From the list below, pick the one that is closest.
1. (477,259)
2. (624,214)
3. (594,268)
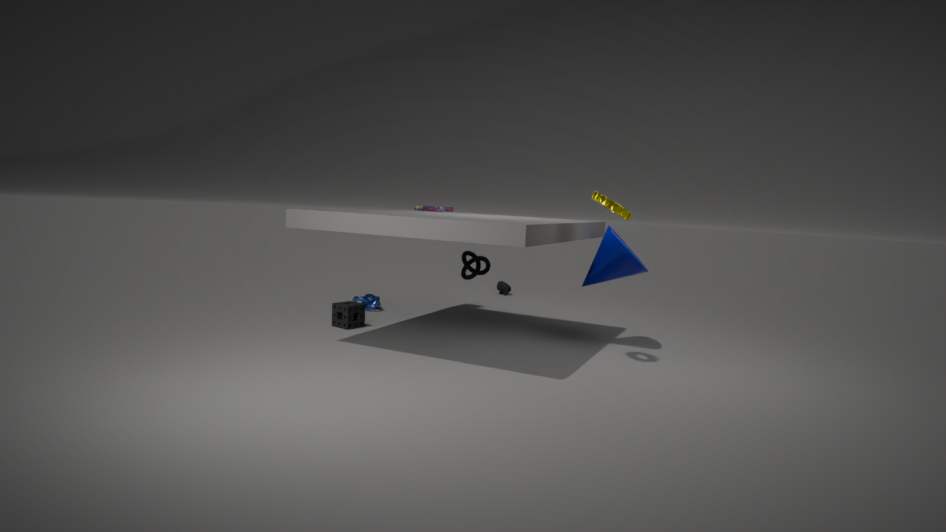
(624,214)
